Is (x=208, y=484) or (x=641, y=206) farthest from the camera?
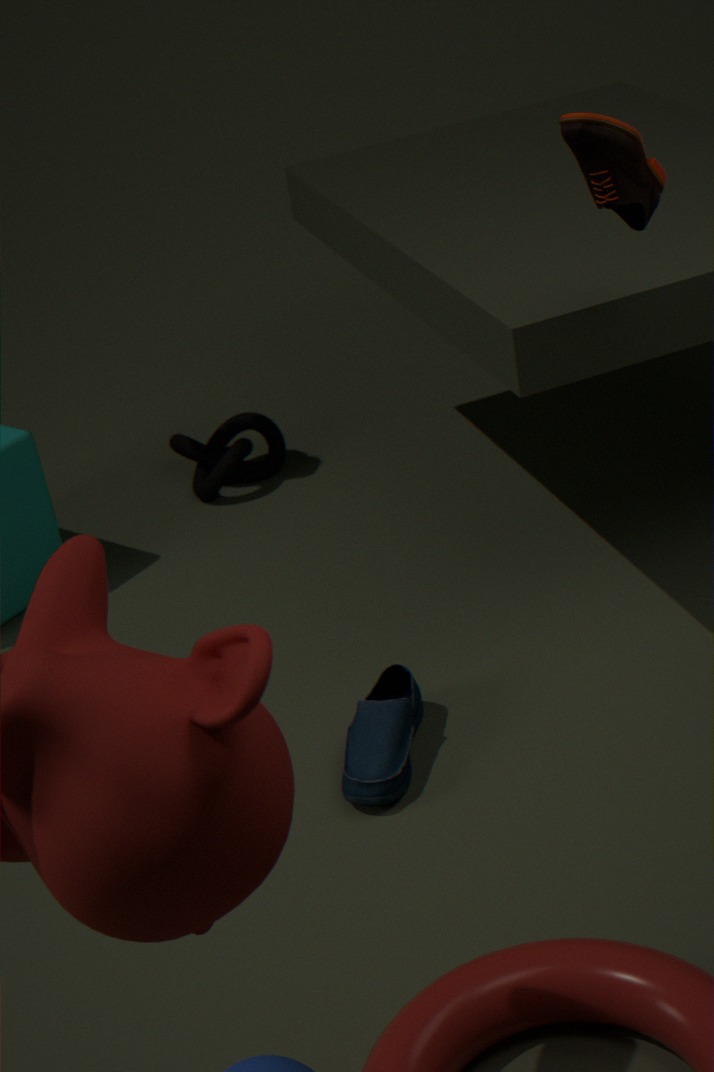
(x=208, y=484)
